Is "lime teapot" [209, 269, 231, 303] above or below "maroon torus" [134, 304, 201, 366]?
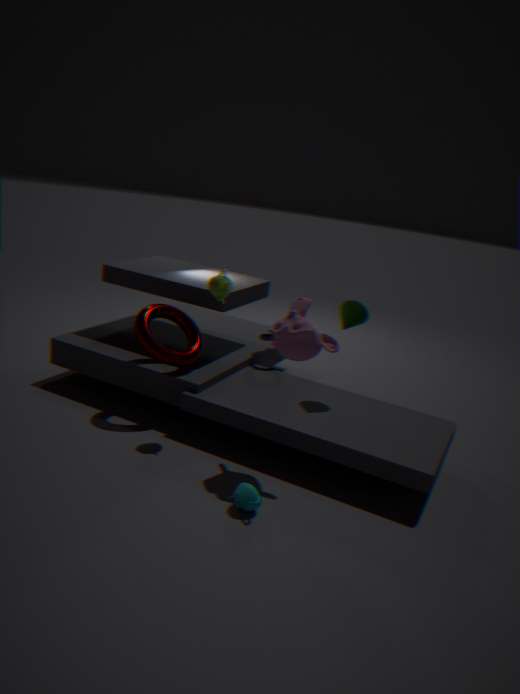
above
